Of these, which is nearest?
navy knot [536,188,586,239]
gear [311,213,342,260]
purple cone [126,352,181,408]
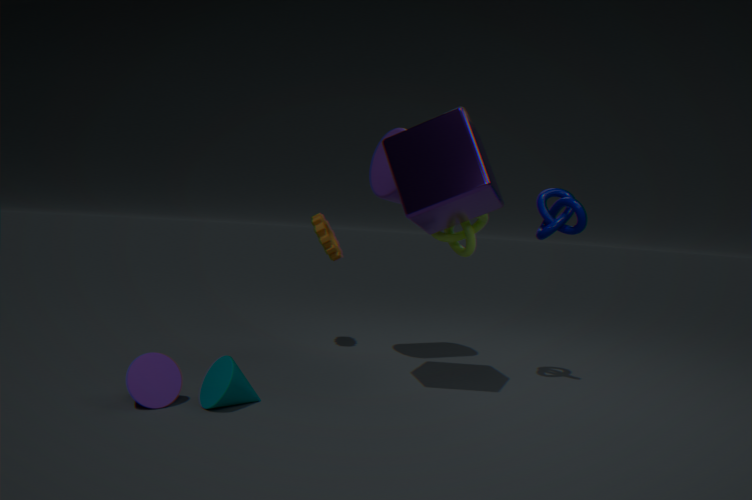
purple cone [126,352,181,408]
